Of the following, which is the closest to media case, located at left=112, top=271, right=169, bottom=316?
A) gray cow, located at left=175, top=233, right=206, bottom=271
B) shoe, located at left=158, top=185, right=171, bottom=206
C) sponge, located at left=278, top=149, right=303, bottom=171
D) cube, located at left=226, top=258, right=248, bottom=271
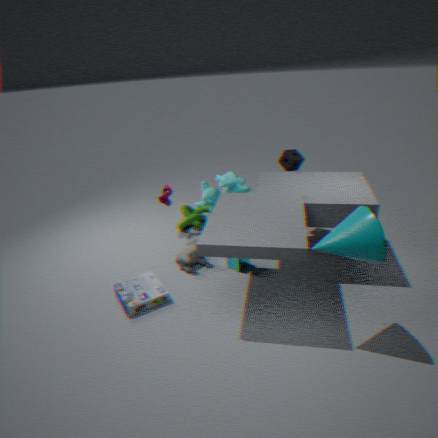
gray cow, located at left=175, top=233, right=206, bottom=271
